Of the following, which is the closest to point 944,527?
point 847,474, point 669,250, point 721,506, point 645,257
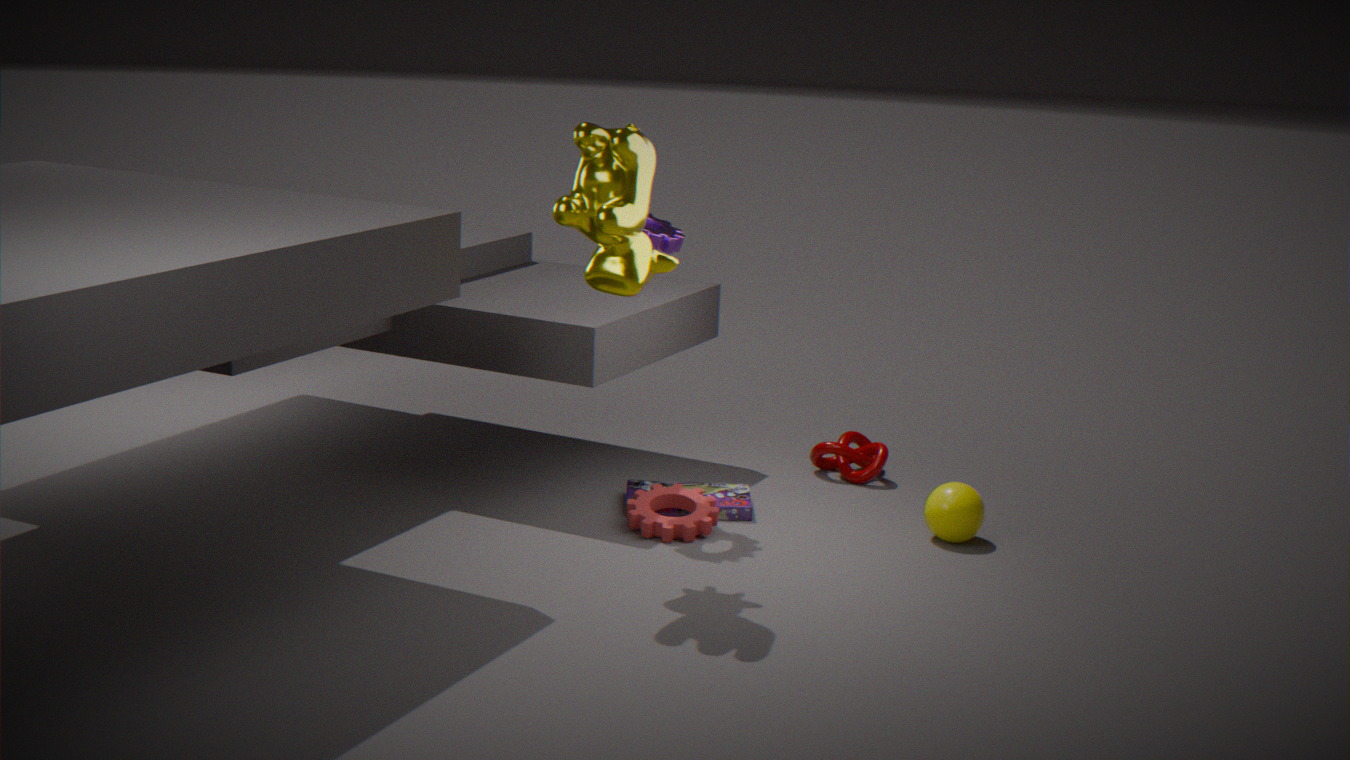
point 847,474
